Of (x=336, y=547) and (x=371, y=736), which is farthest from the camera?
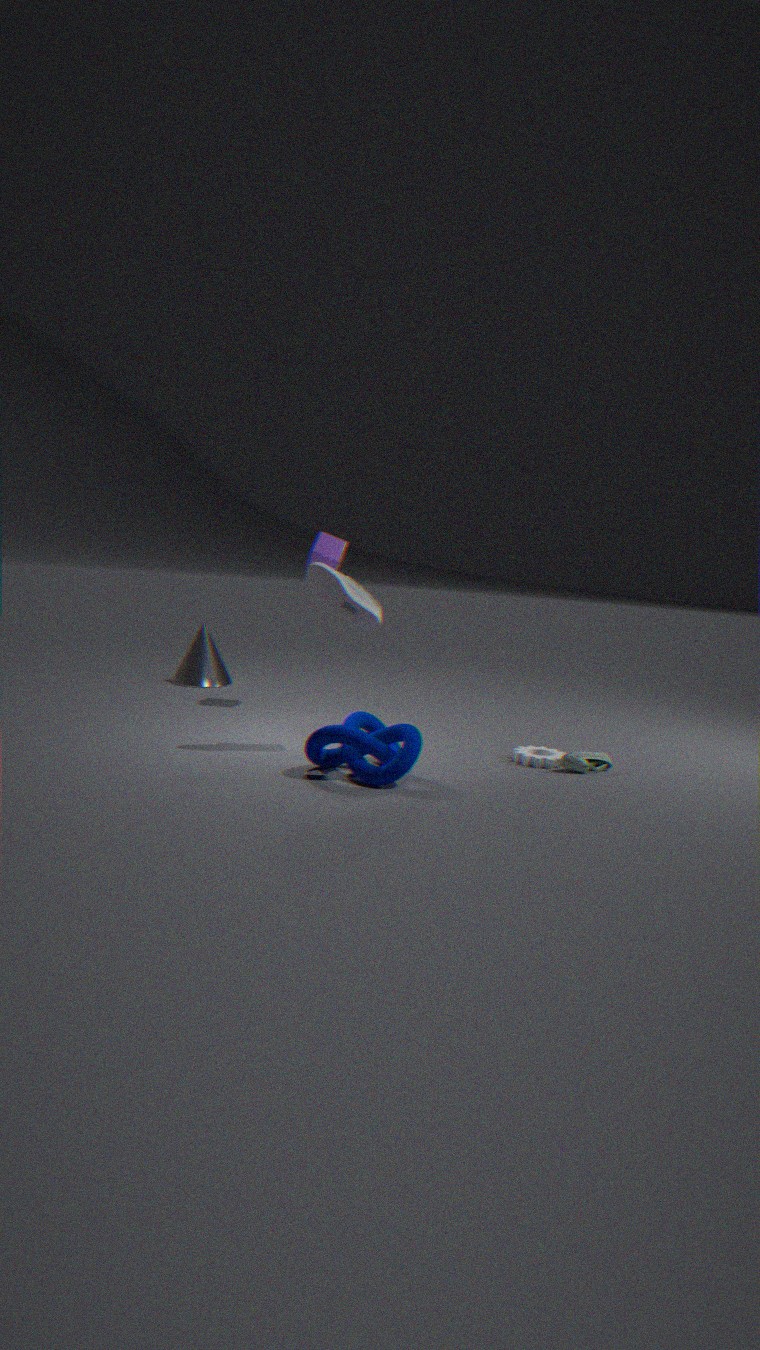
(x=336, y=547)
